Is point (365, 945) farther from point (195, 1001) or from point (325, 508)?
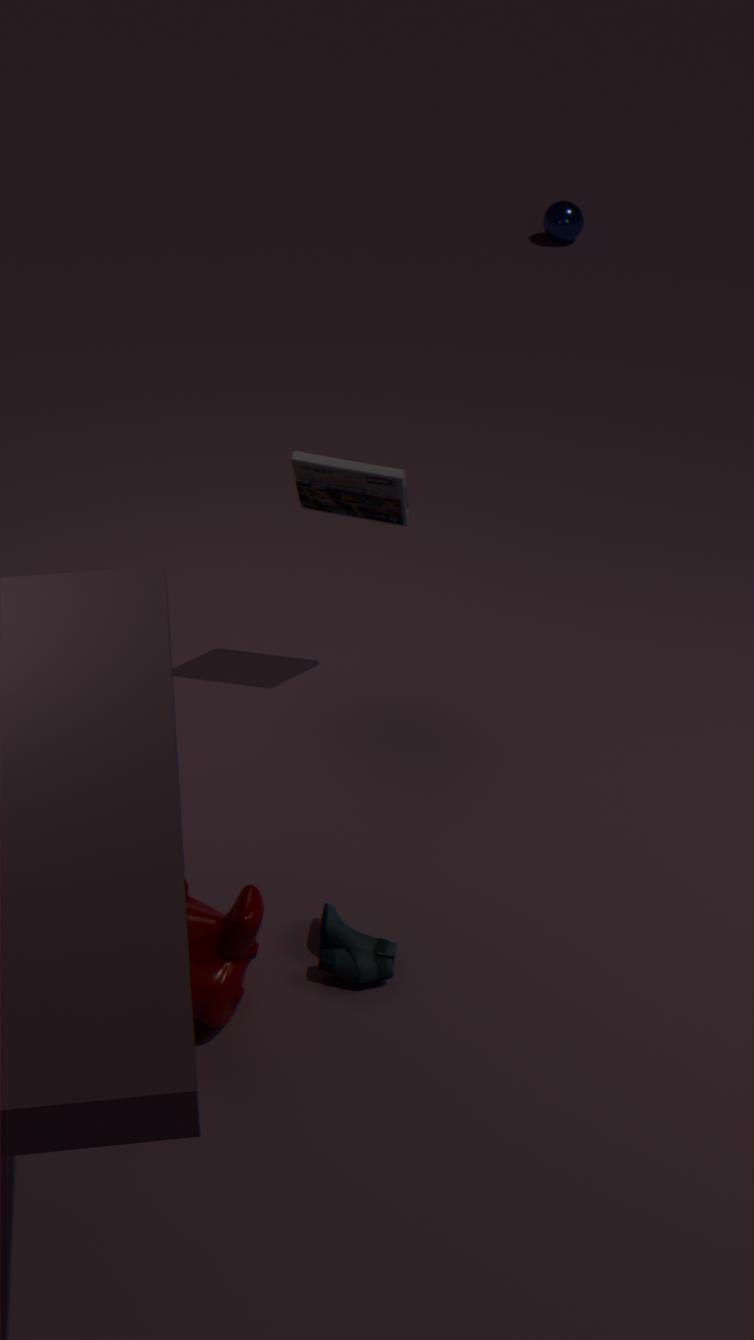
point (325, 508)
